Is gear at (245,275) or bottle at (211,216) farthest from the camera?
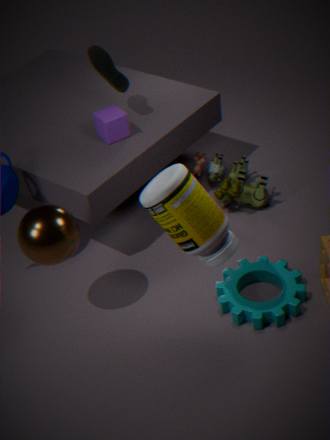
gear at (245,275)
